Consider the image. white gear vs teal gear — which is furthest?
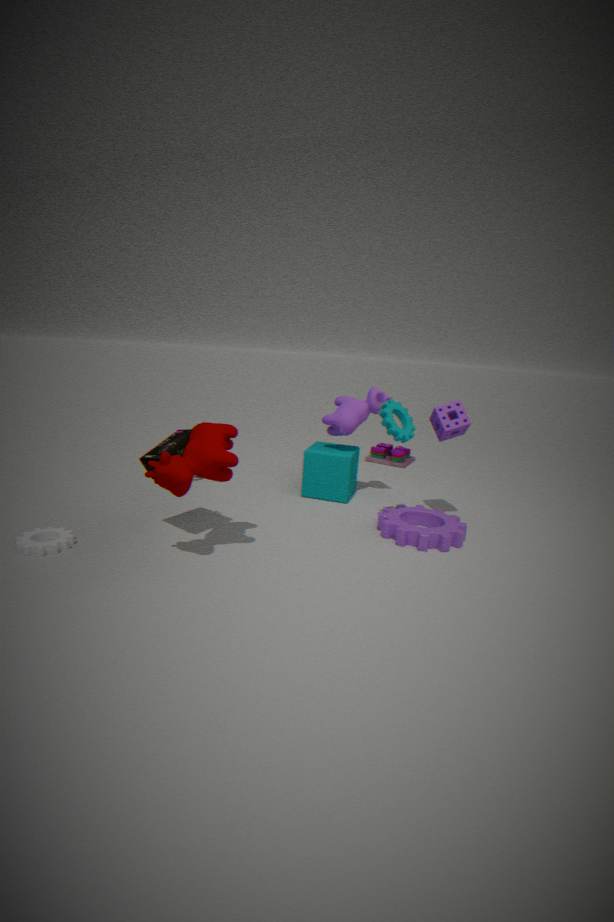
teal gear
